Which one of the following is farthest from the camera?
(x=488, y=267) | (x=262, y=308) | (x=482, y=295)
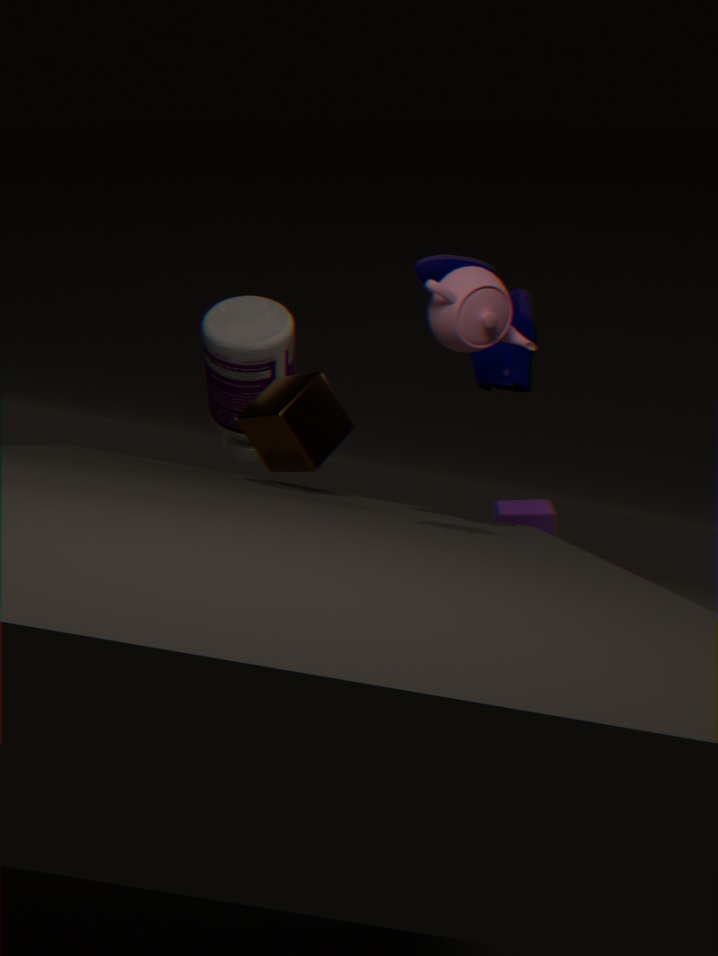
(x=262, y=308)
